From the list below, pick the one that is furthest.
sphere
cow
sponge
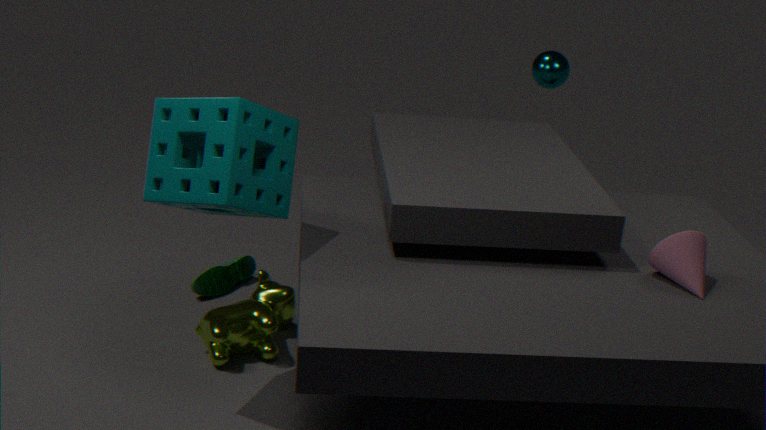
sphere
